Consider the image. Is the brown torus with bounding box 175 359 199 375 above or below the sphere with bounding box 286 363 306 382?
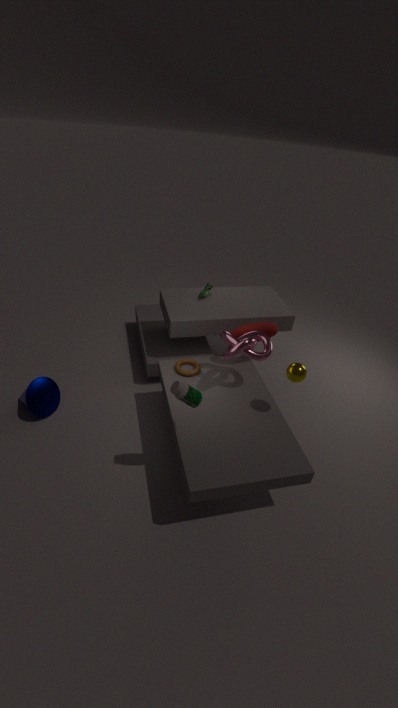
below
